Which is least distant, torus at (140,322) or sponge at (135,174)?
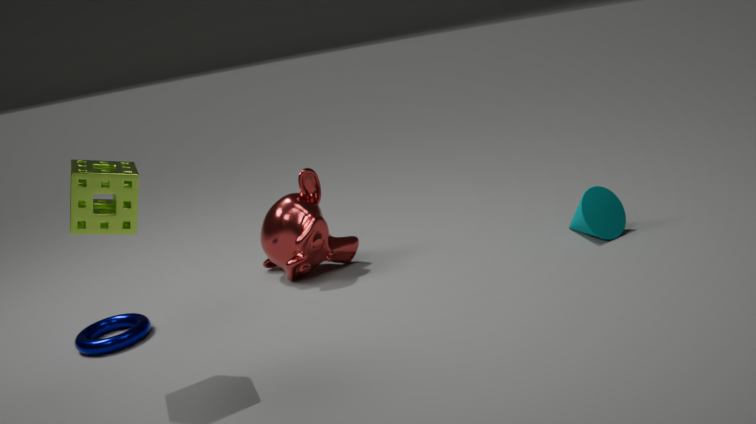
→ sponge at (135,174)
